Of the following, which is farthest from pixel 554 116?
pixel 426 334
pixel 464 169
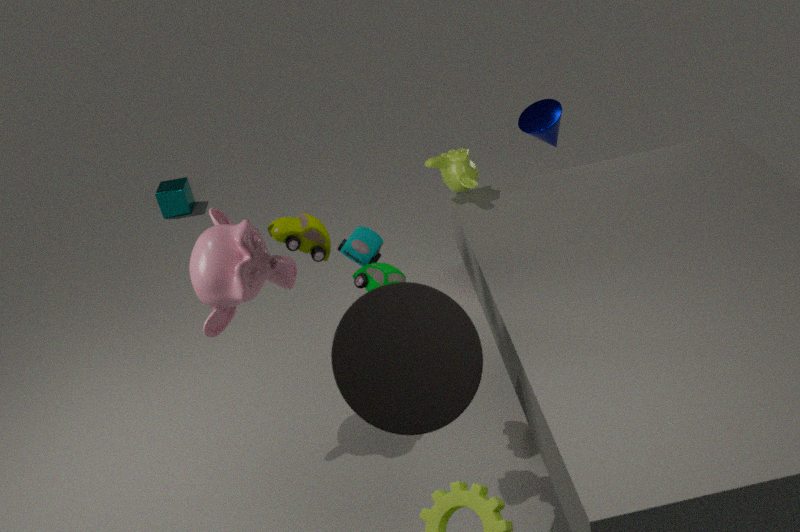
pixel 426 334
